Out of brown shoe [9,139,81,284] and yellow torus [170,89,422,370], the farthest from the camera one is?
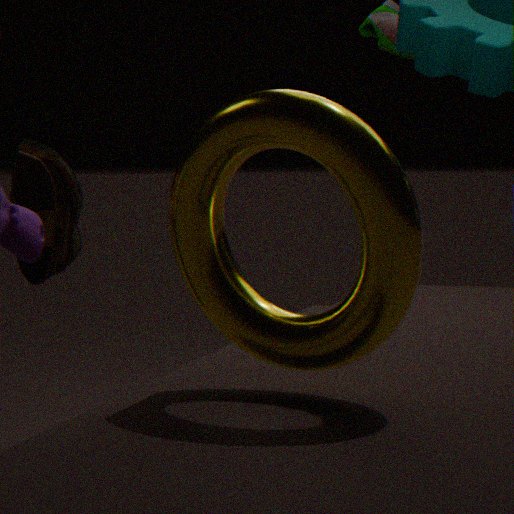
brown shoe [9,139,81,284]
